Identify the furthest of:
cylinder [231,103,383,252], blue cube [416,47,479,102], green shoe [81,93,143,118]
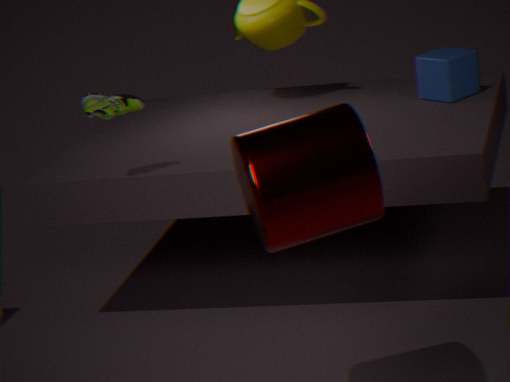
blue cube [416,47,479,102]
